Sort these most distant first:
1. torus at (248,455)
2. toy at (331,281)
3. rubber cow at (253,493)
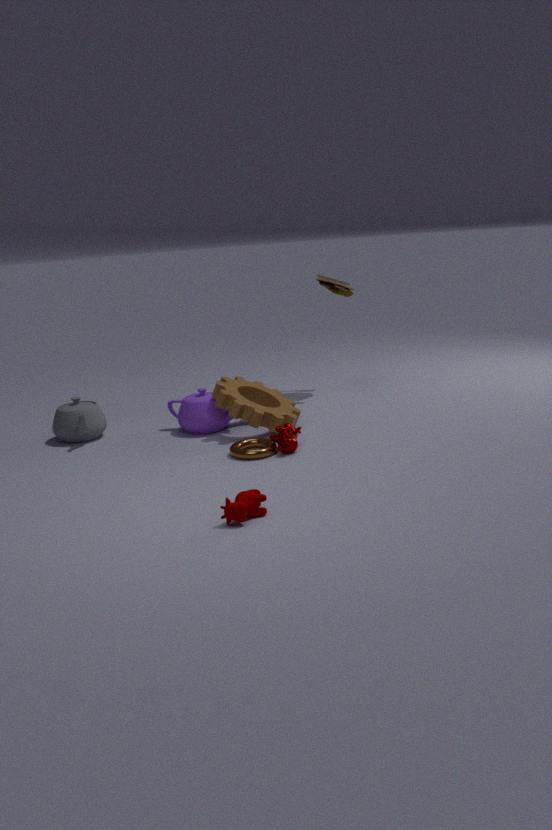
toy at (331,281) < torus at (248,455) < rubber cow at (253,493)
